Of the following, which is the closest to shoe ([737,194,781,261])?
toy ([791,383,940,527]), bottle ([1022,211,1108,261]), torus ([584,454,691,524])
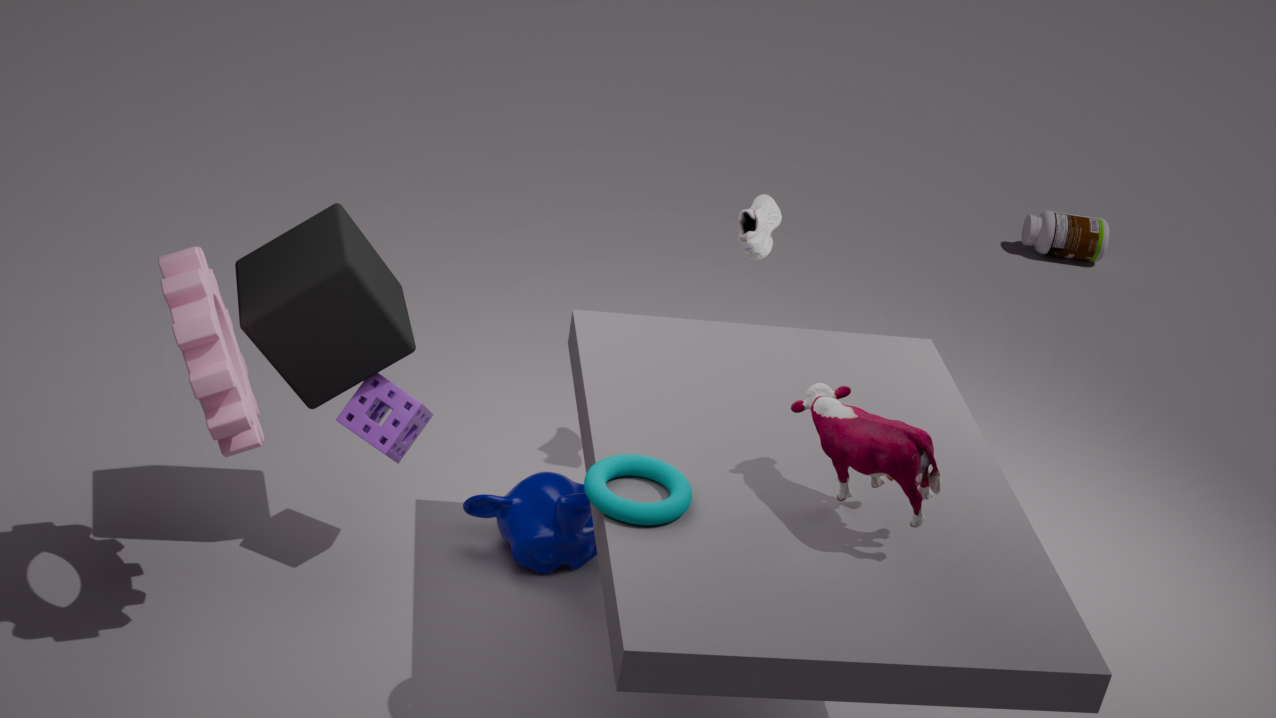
toy ([791,383,940,527])
